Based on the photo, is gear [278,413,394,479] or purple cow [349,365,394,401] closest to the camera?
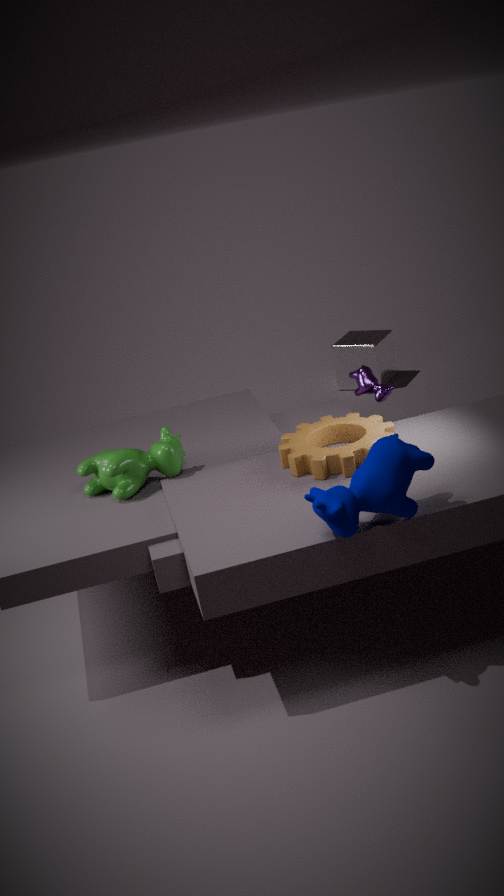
gear [278,413,394,479]
